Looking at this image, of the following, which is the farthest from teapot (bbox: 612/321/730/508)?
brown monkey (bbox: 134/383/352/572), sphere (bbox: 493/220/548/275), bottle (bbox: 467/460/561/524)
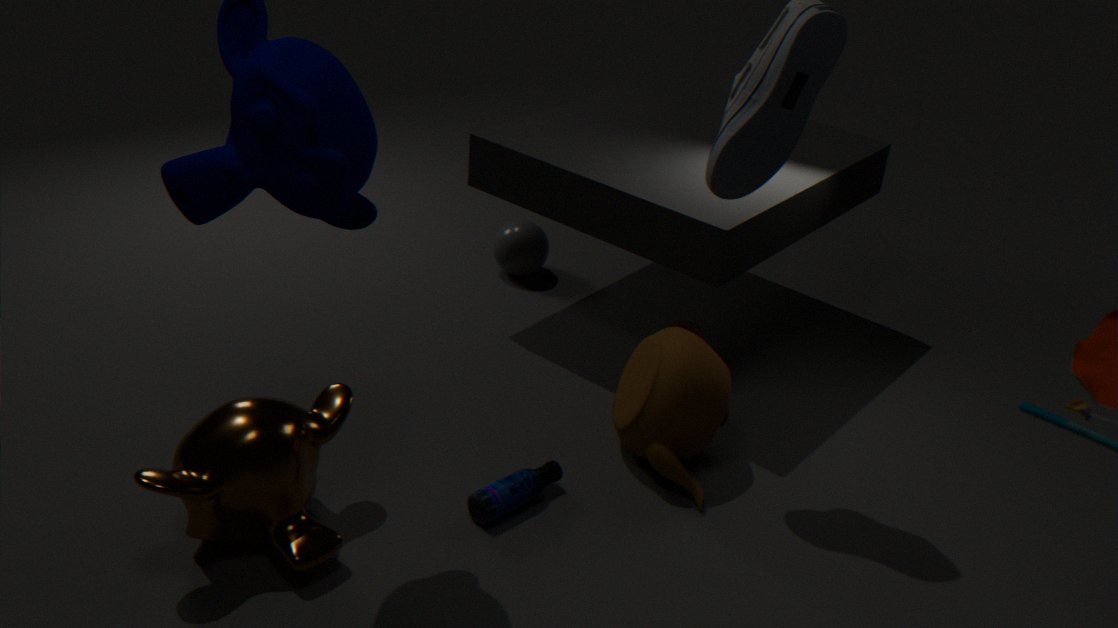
sphere (bbox: 493/220/548/275)
